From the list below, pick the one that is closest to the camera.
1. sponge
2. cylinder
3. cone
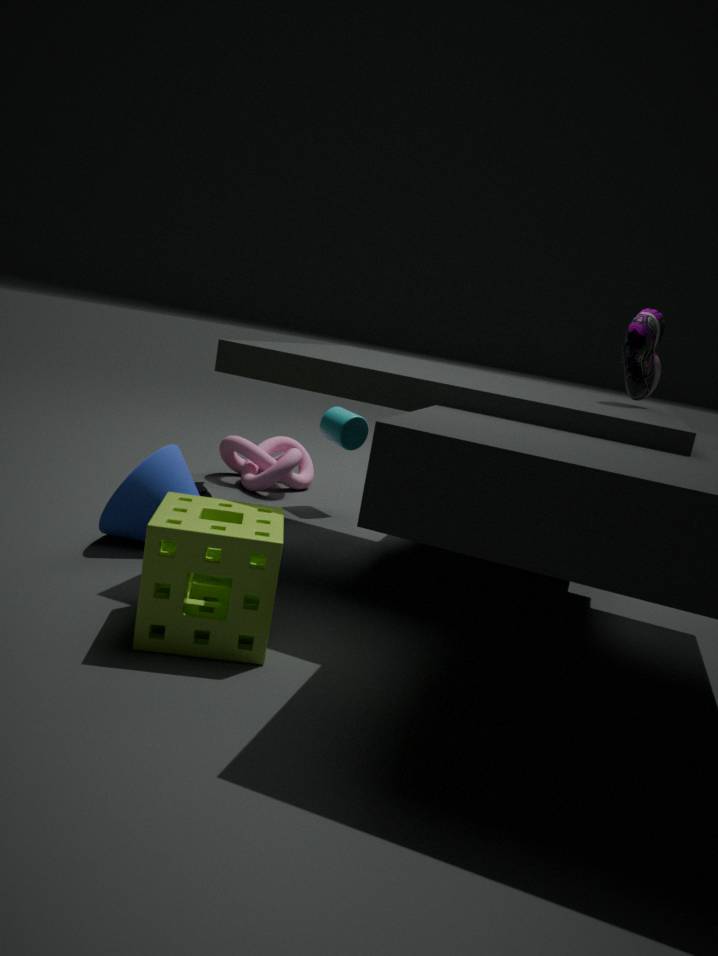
sponge
